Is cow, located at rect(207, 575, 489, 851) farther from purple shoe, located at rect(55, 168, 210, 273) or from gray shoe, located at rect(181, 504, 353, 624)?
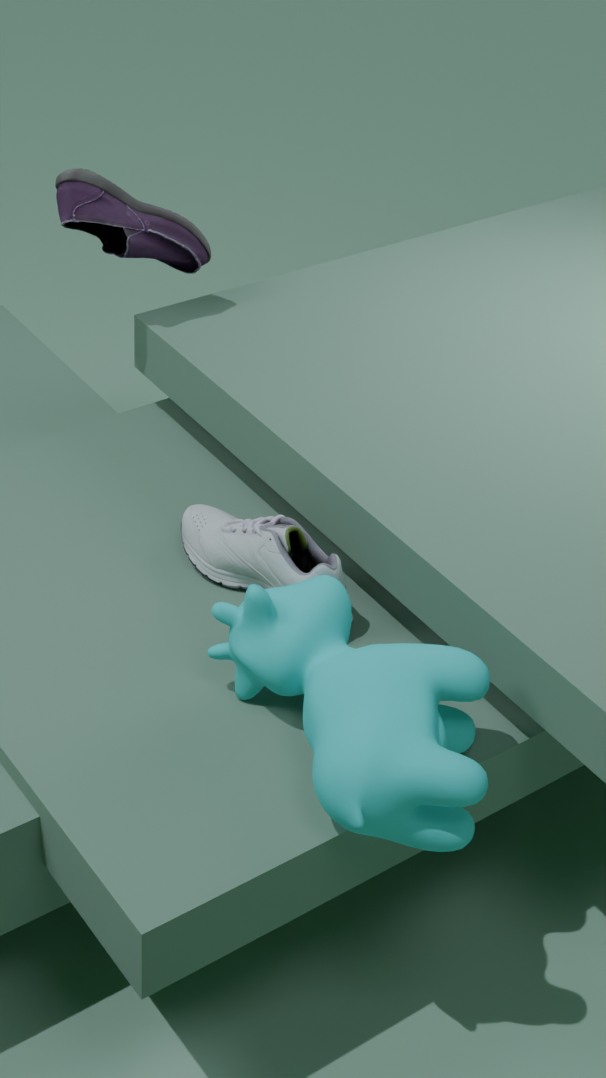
purple shoe, located at rect(55, 168, 210, 273)
